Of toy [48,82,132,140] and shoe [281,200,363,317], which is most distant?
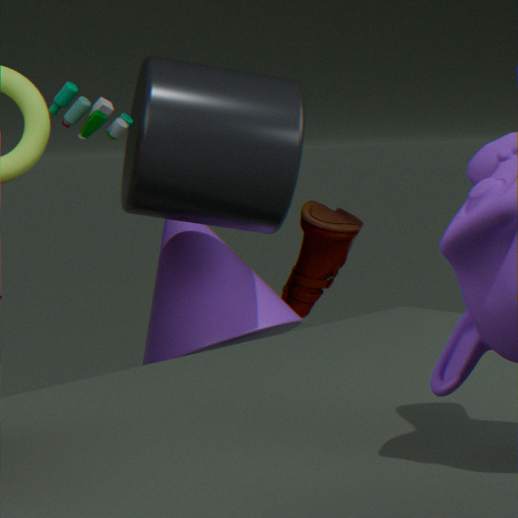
shoe [281,200,363,317]
